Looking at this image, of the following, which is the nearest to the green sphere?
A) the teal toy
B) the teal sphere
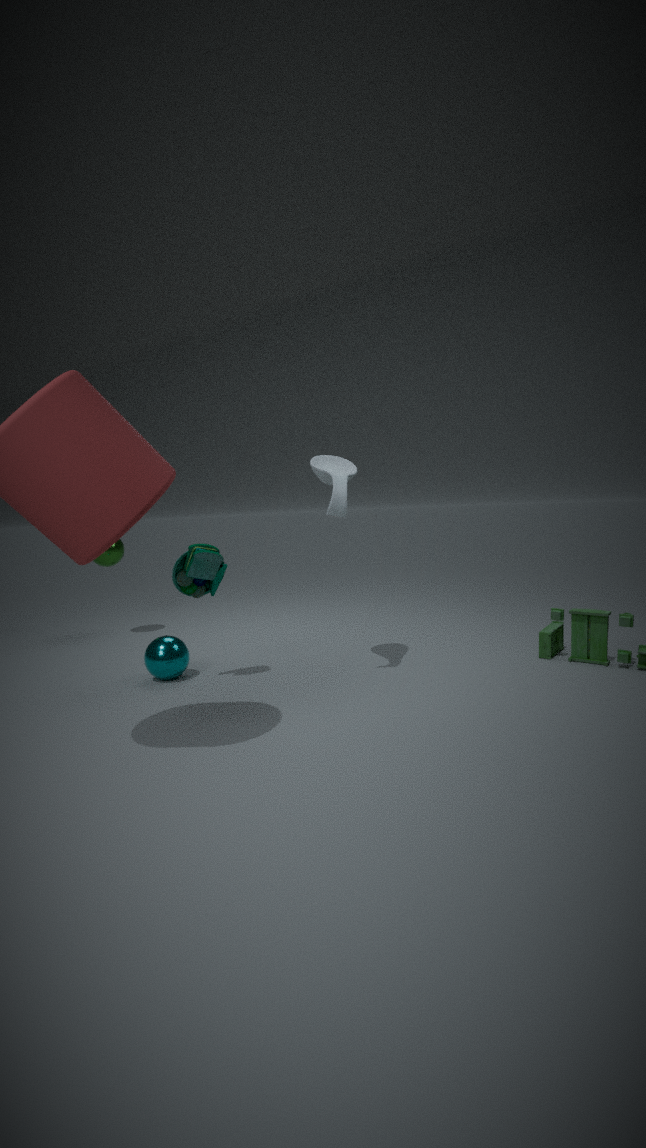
the teal sphere
